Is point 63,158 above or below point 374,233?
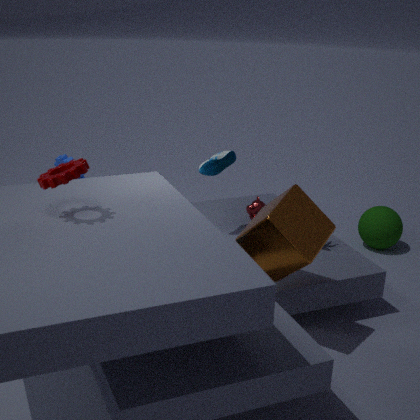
above
